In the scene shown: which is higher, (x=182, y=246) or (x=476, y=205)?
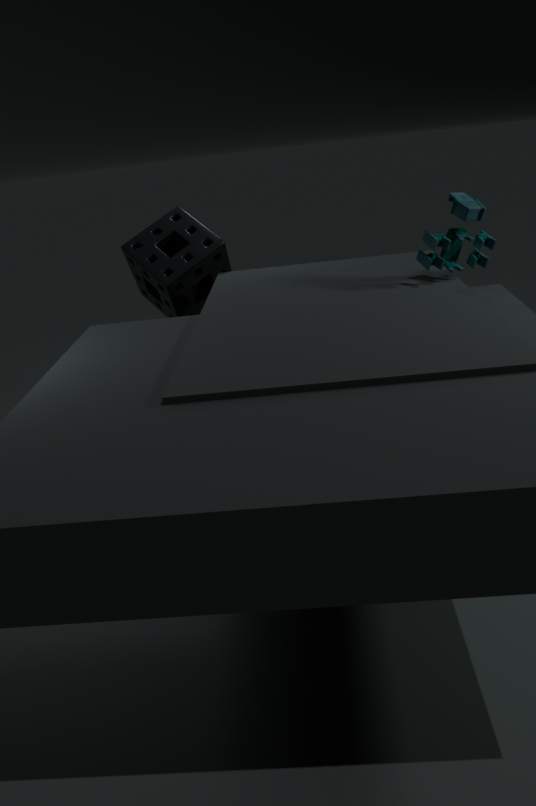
(x=476, y=205)
